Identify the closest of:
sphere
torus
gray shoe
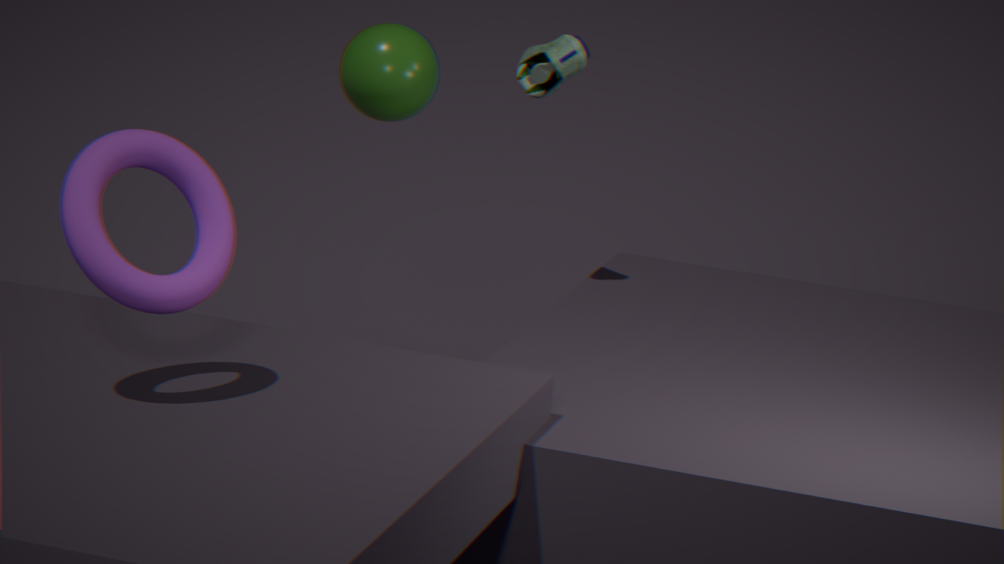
Result: torus
